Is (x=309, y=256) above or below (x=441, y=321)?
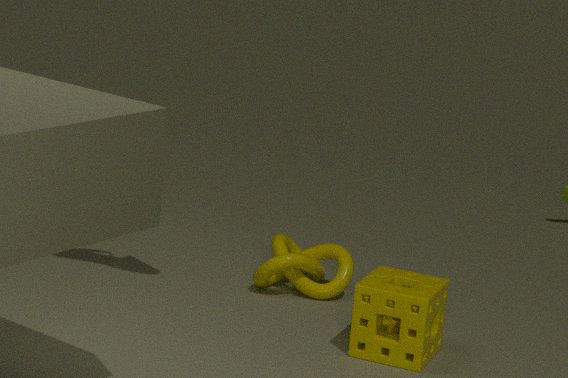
below
